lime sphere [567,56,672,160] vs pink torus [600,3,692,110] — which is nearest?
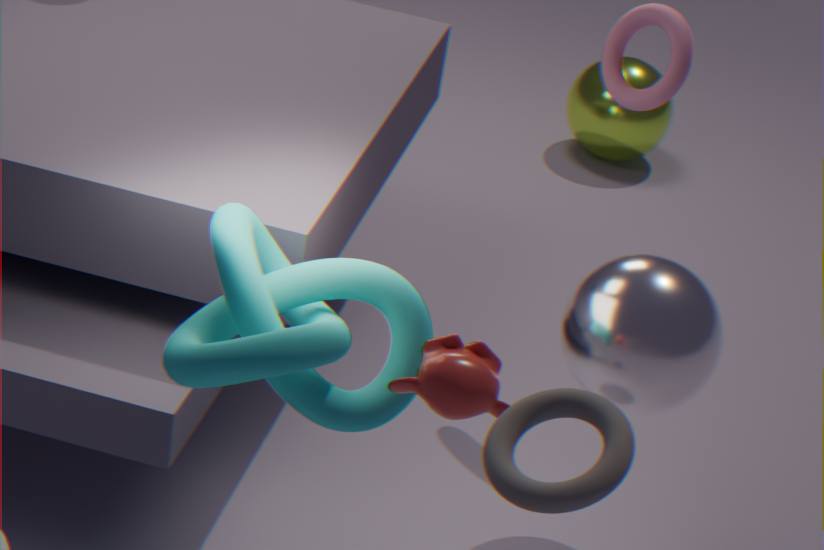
pink torus [600,3,692,110]
